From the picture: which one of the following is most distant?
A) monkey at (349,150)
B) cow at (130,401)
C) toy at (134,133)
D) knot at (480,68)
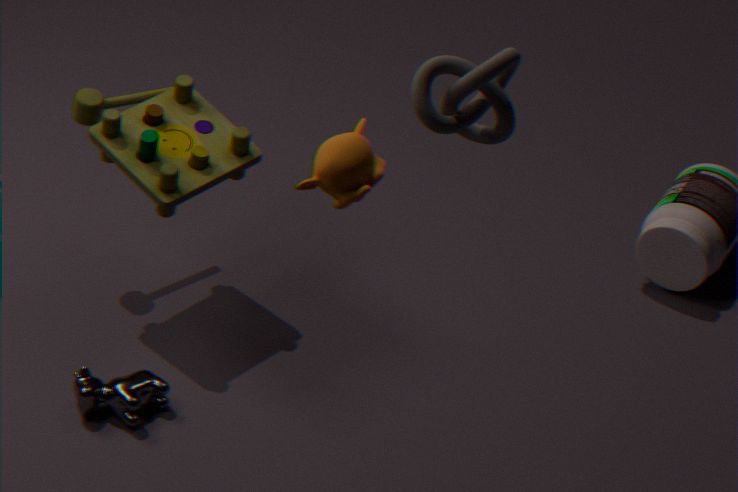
toy at (134,133)
